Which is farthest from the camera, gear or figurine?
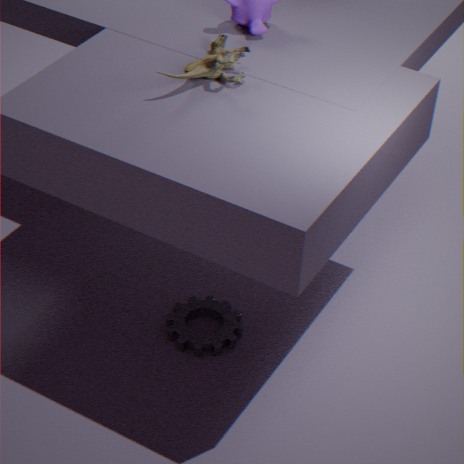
gear
